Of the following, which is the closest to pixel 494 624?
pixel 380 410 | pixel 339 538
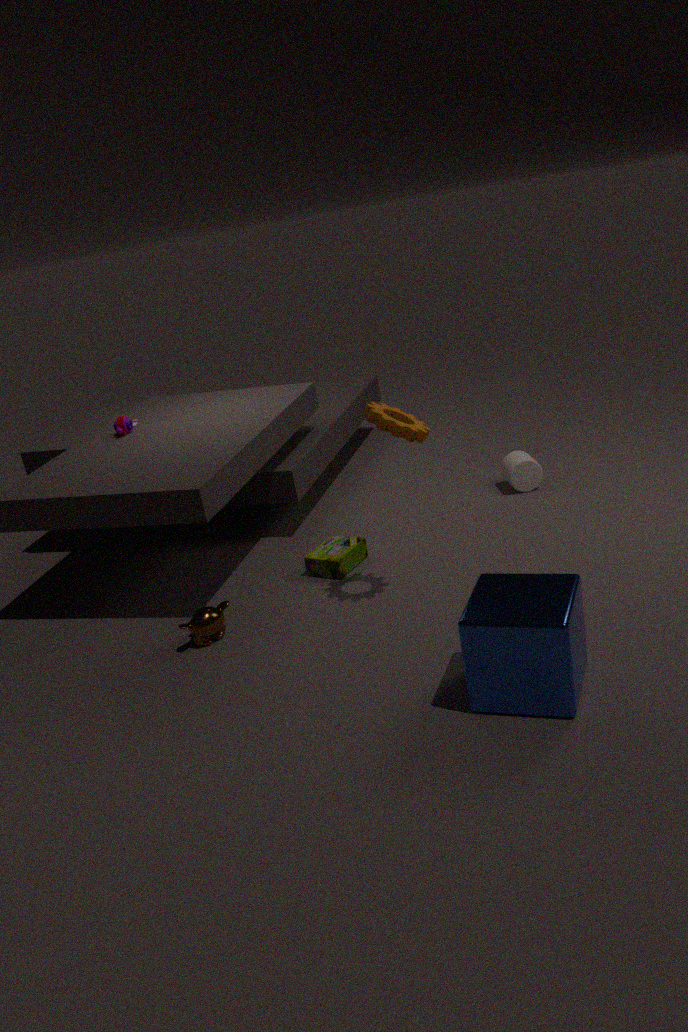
pixel 380 410
